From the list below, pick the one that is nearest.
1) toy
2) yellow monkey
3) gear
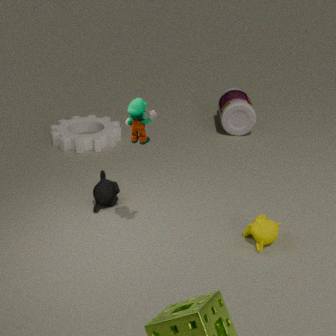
1. toy
